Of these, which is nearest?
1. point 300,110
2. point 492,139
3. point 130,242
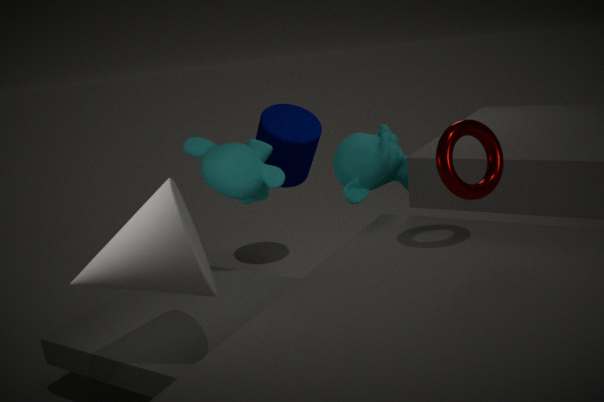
point 130,242
